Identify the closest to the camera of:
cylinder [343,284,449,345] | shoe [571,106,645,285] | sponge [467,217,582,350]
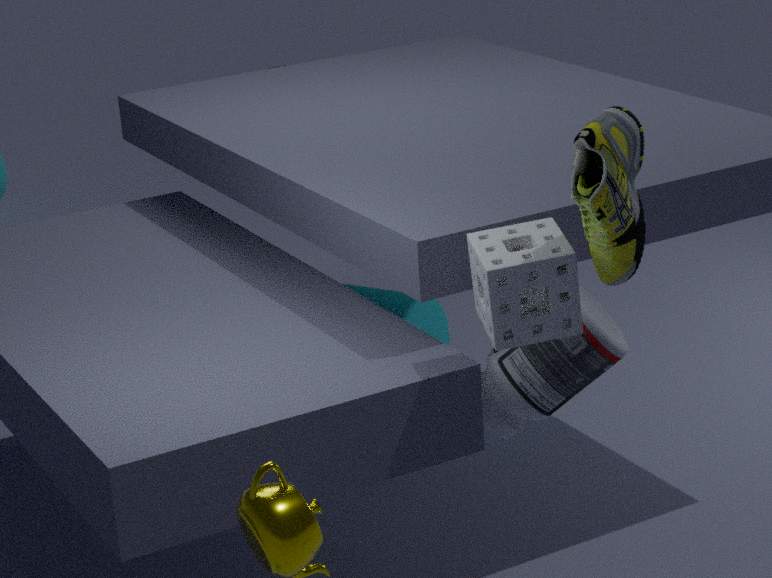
shoe [571,106,645,285]
